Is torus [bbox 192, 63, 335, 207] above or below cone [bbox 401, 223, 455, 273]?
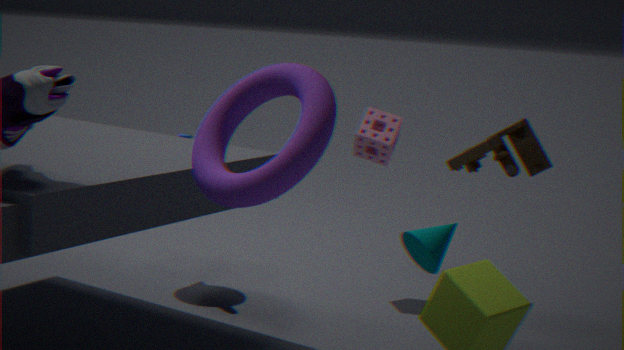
above
